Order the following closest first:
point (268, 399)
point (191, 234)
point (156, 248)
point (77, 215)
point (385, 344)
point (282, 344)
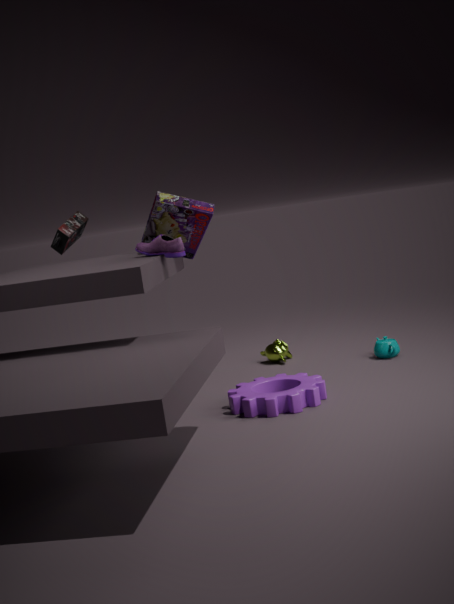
1. point (268, 399)
2. point (156, 248)
3. point (191, 234)
4. point (77, 215)
5. point (385, 344)
6. point (282, 344)
